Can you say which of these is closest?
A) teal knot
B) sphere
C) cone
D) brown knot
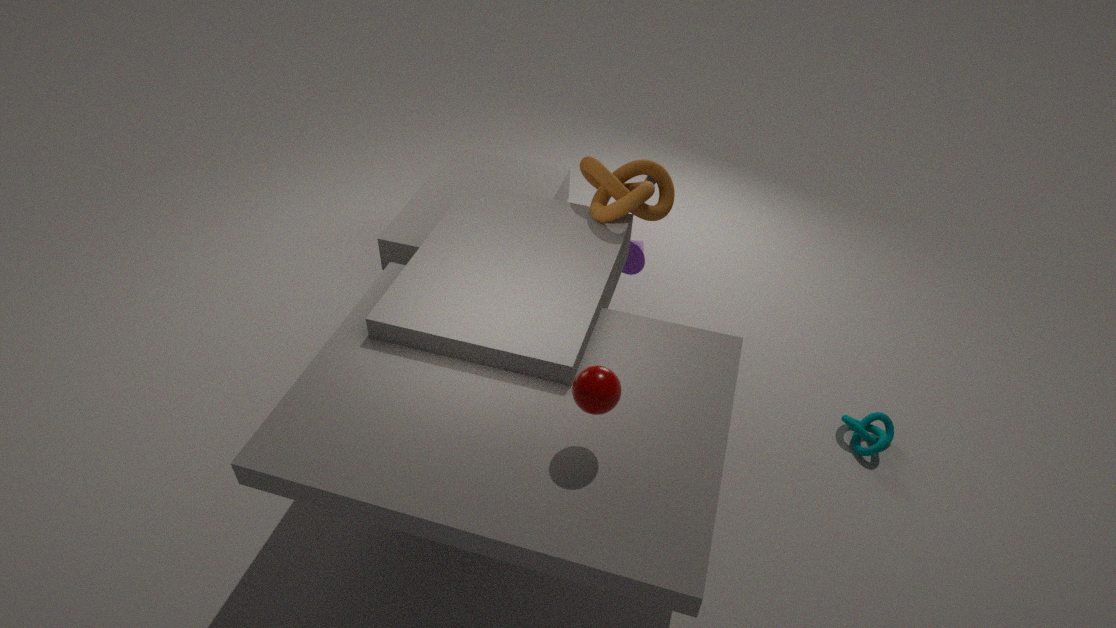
B. sphere
